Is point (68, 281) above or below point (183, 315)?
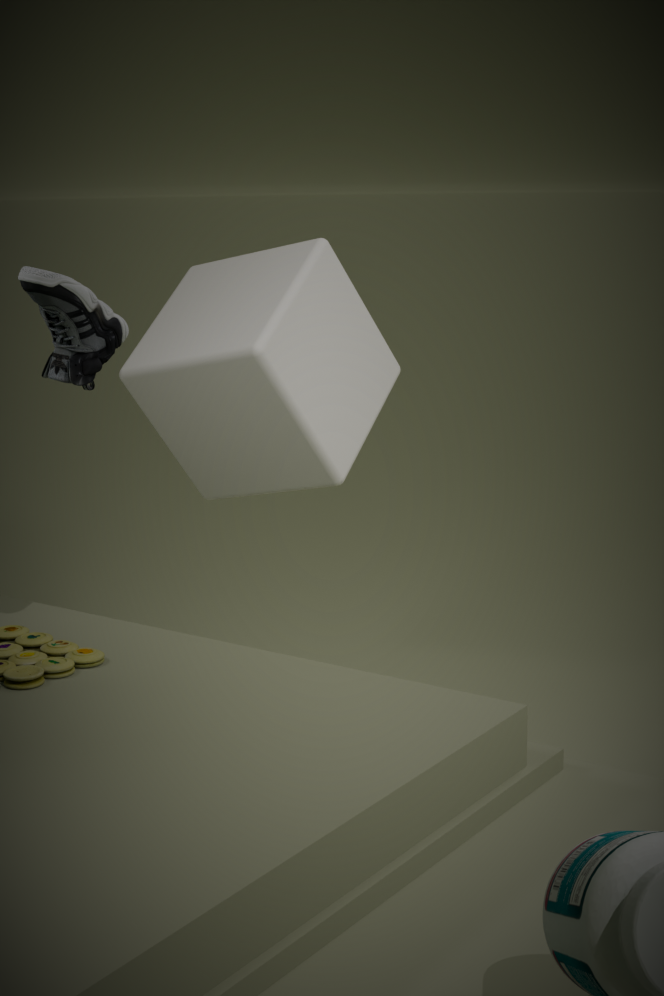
above
